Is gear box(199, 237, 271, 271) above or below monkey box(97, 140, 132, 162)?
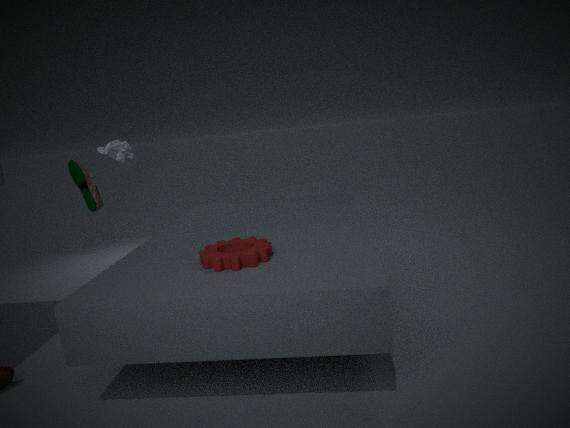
below
